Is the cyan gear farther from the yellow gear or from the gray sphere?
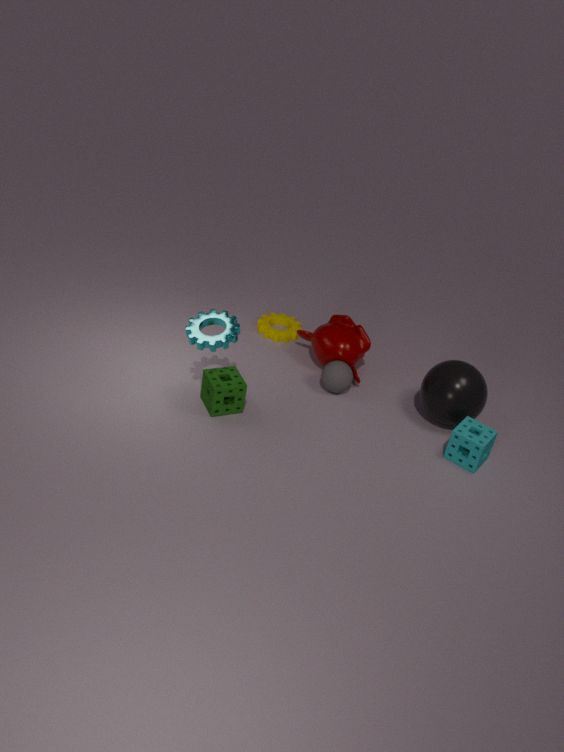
the yellow gear
